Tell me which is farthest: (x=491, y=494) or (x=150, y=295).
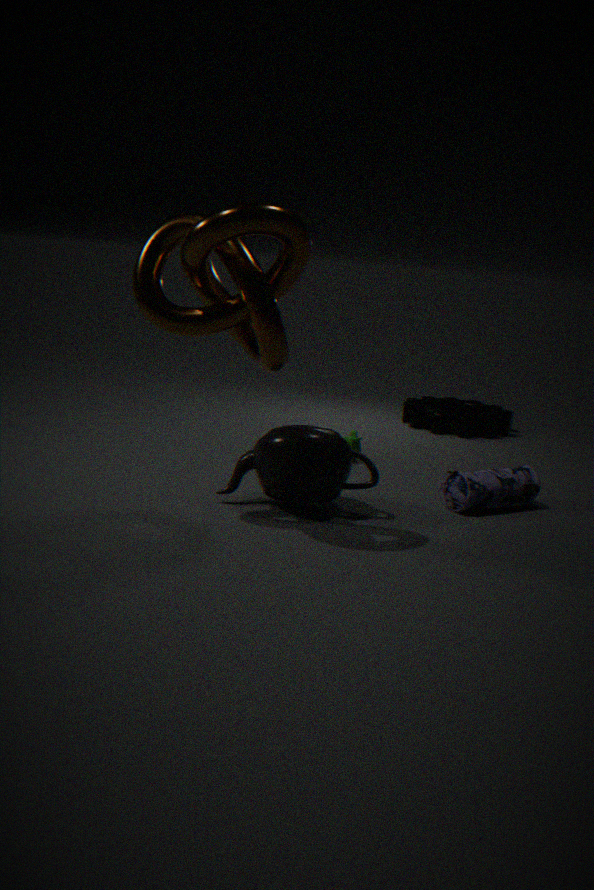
(x=491, y=494)
